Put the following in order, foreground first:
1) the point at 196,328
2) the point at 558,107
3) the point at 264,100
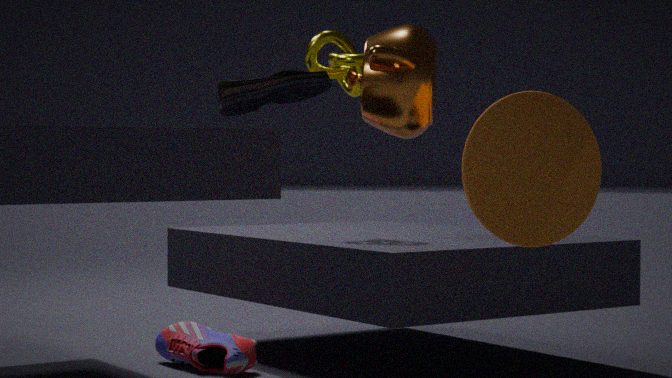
1. 3. the point at 264,100
2. 2. the point at 558,107
3. 1. the point at 196,328
